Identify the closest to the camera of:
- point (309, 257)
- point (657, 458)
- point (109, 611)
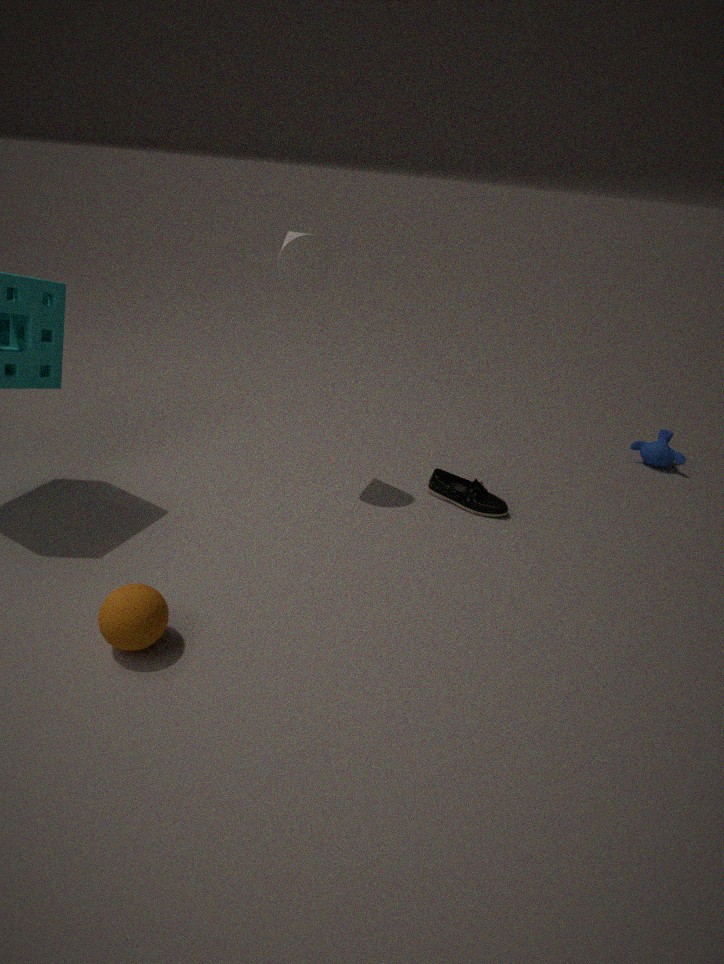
point (109, 611)
